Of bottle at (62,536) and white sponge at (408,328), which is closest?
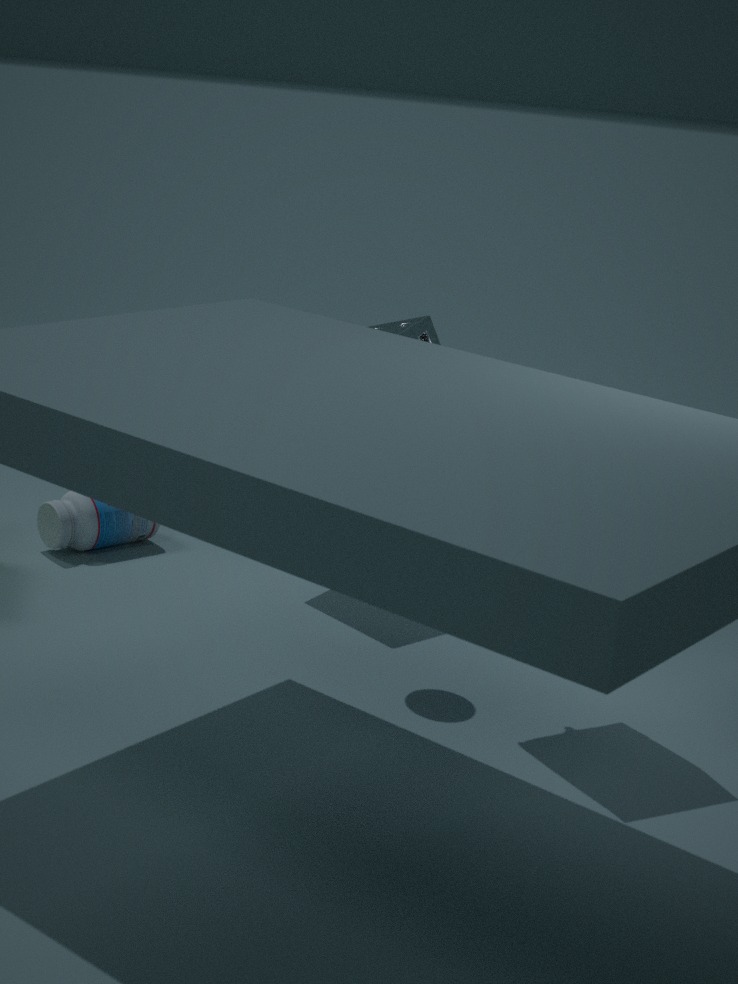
white sponge at (408,328)
